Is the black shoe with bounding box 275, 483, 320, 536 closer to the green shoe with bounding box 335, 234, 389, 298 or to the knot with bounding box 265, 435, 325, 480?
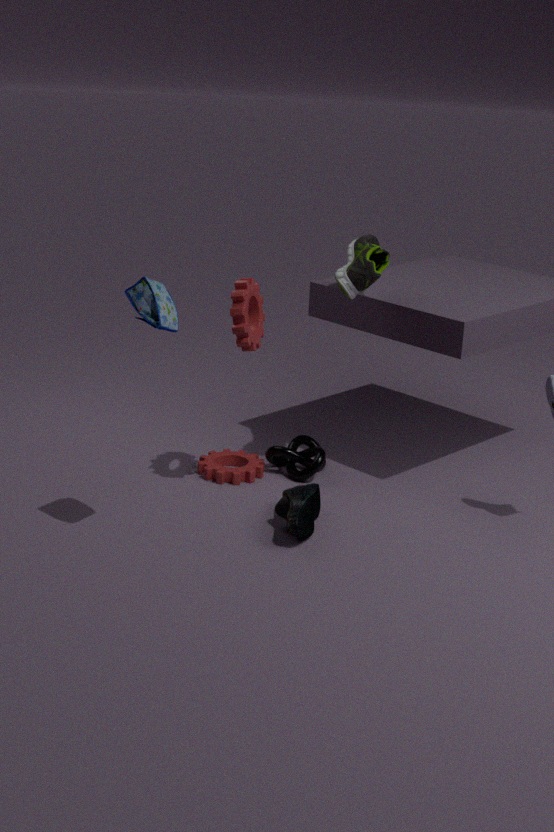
the knot with bounding box 265, 435, 325, 480
